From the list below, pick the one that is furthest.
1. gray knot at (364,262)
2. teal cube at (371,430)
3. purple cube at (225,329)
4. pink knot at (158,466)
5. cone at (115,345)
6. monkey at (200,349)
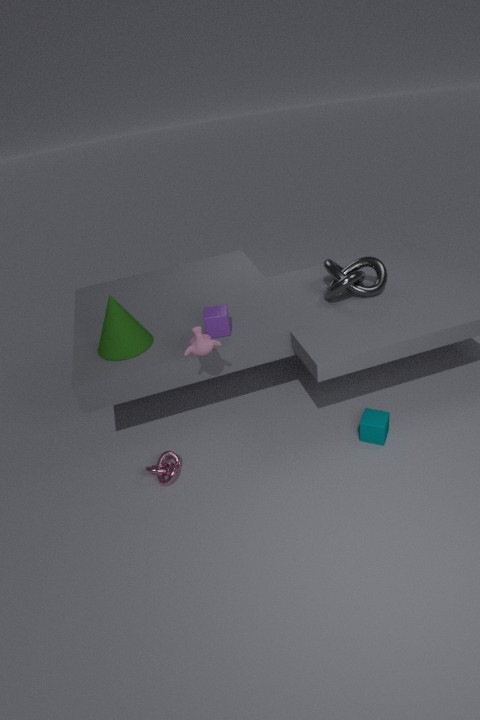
gray knot at (364,262)
